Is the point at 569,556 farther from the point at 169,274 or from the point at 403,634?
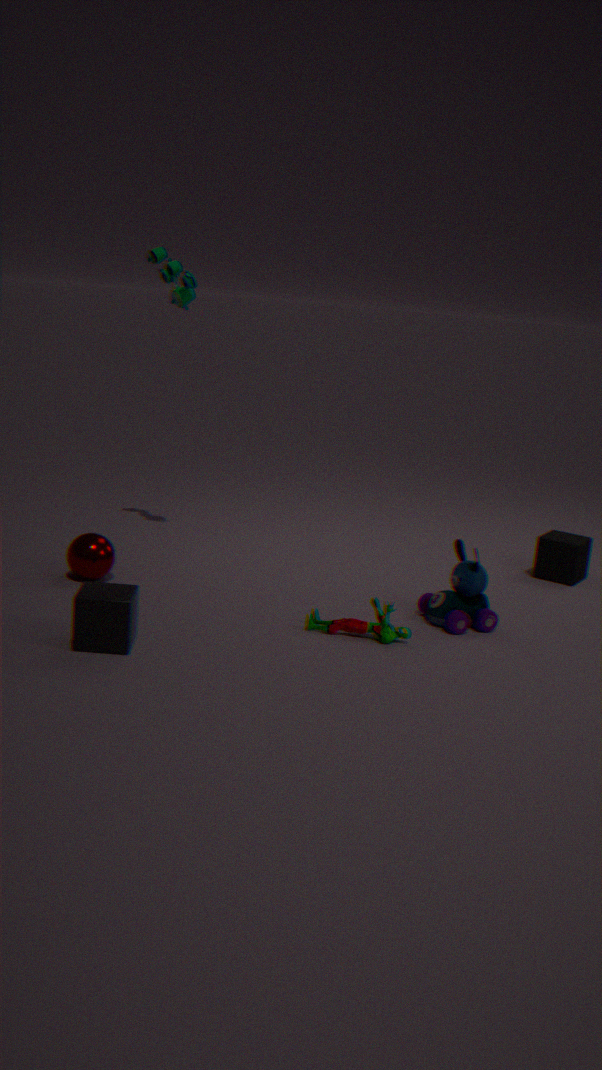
the point at 169,274
